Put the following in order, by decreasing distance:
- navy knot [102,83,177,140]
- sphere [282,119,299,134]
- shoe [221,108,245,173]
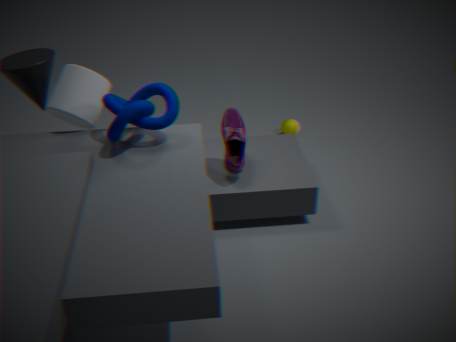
sphere [282,119,299,134] < shoe [221,108,245,173] < navy knot [102,83,177,140]
